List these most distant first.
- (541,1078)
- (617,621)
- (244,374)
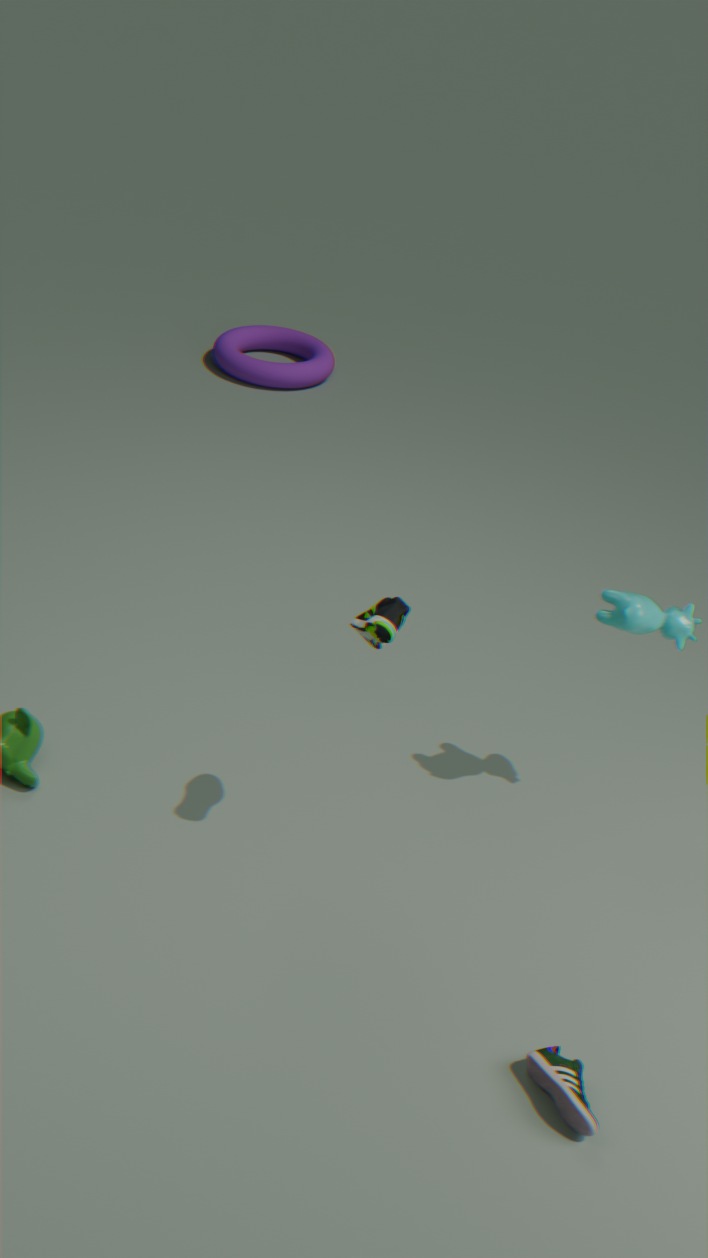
1. (244,374)
2. (617,621)
3. (541,1078)
